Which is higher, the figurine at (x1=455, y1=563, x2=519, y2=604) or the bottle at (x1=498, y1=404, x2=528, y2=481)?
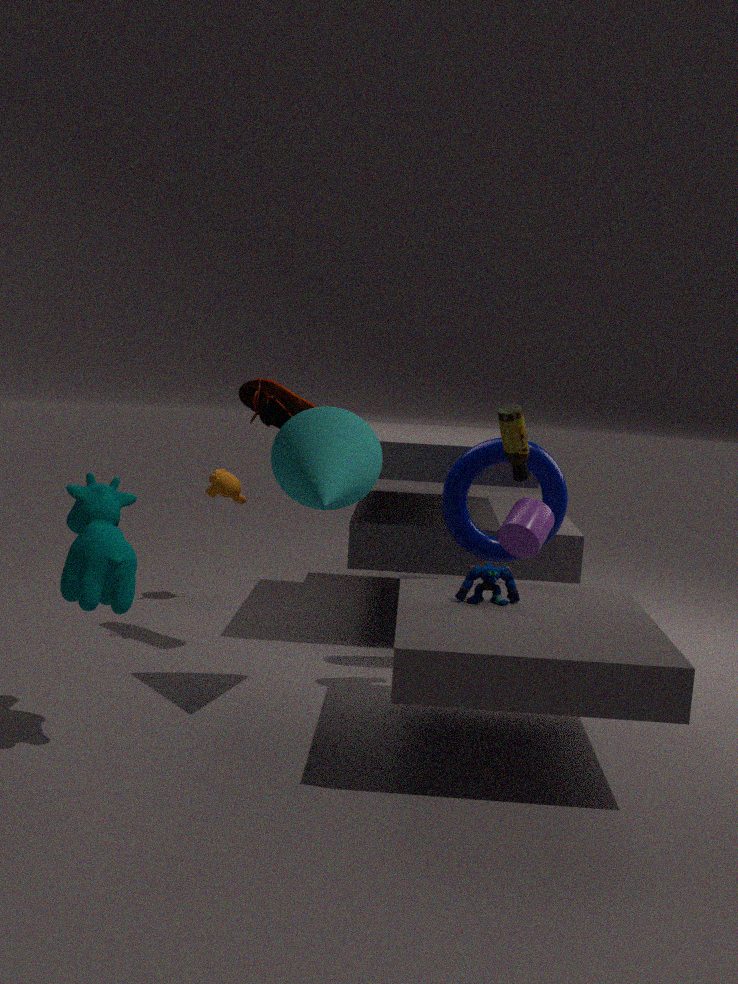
the bottle at (x1=498, y1=404, x2=528, y2=481)
